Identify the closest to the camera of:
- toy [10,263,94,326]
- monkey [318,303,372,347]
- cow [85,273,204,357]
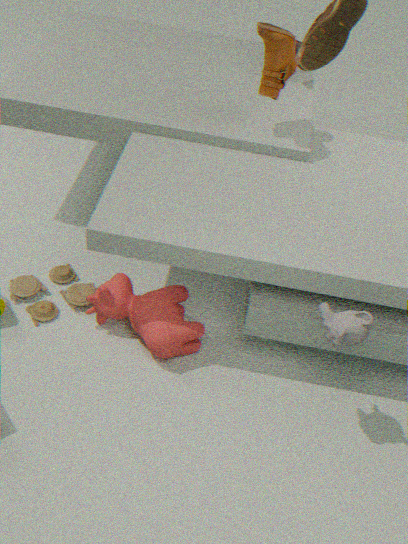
monkey [318,303,372,347]
